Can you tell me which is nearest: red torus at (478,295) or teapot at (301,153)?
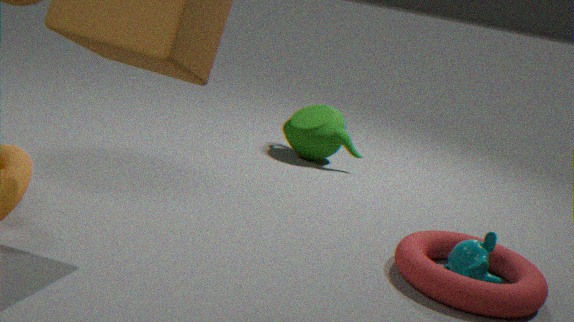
red torus at (478,295)
